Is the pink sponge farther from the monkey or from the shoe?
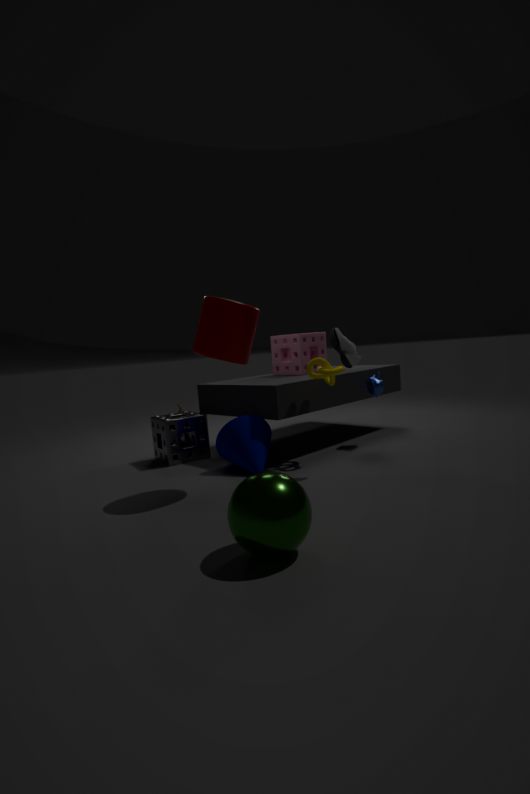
the shoe
